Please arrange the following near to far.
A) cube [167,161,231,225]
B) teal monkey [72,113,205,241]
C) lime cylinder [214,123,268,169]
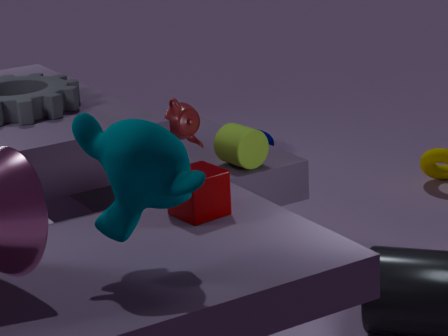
1. teal monkey [72,113,205,241]
2. cube [167,161,231,225]
3. lime cylinder [214,123,268,169]
